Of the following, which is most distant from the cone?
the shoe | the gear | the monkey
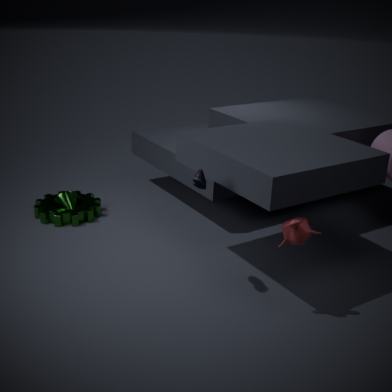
the monkey
